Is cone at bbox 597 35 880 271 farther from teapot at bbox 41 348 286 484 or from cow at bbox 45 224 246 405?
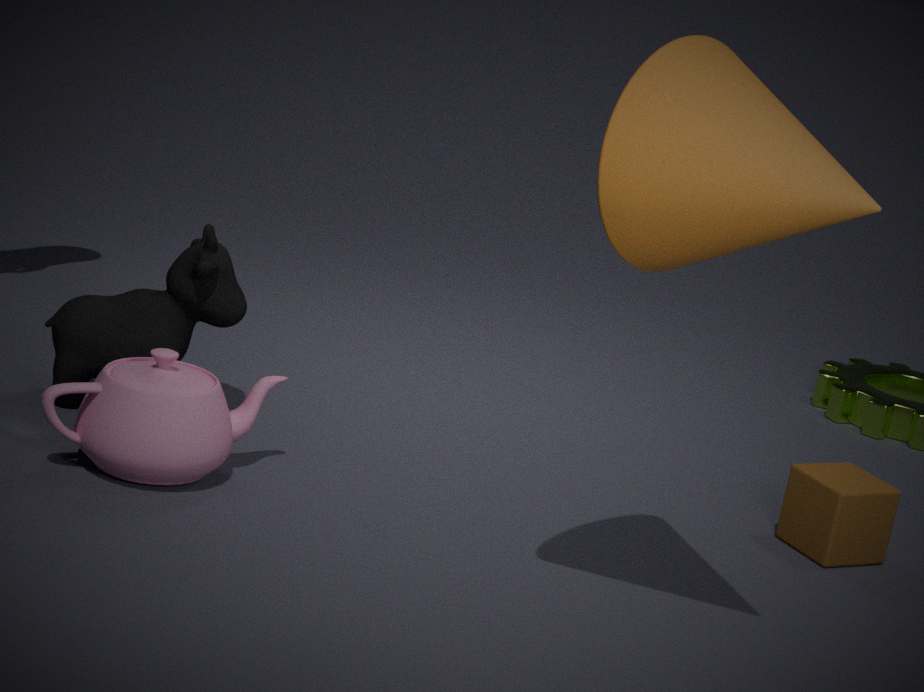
cow at bbox 45 224 246 405
